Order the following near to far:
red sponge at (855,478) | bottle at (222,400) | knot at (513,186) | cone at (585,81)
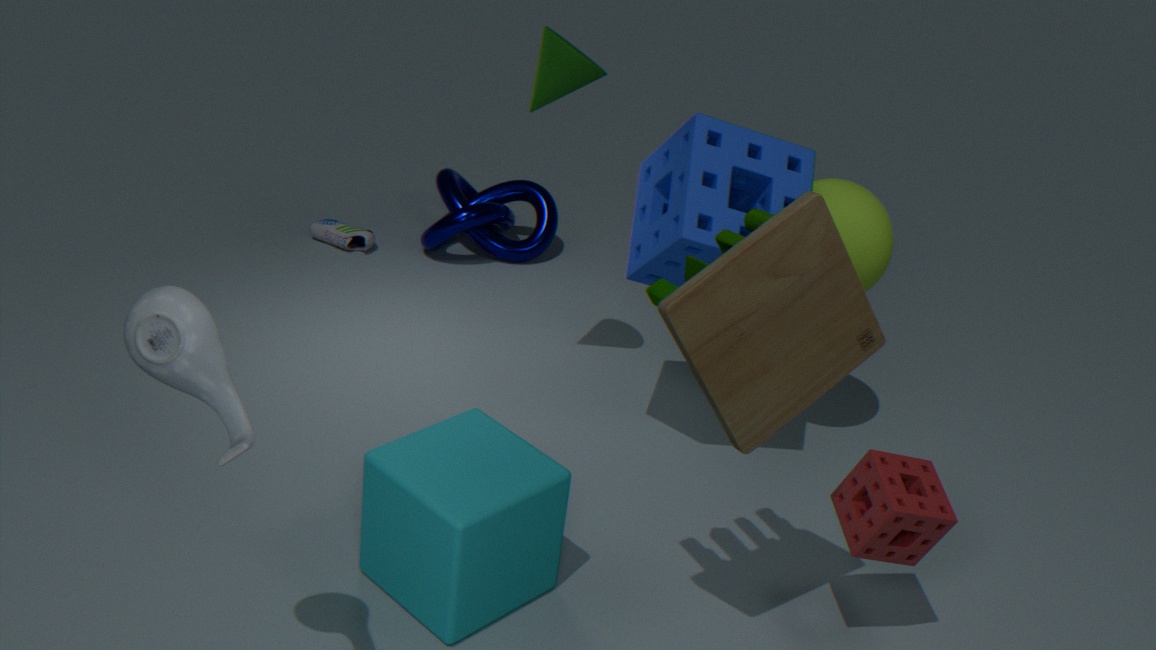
bottle at (222,400), red sponge at (855,478), cone at (585,81), knot at (513,186)
